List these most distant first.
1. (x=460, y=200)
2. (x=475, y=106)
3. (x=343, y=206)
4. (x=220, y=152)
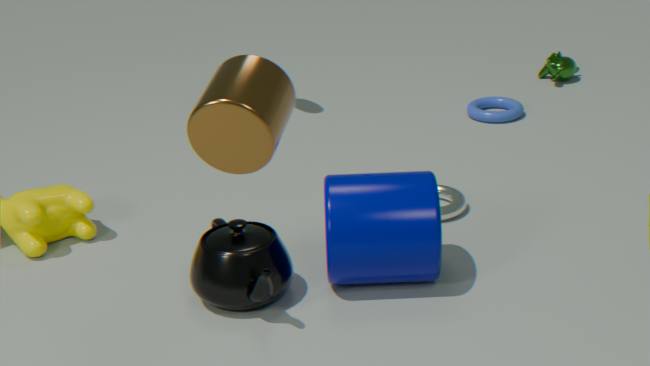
(x=475, y=106)
(x=460, y=200)
(x=343, y=206)
(x=220, y=152)
